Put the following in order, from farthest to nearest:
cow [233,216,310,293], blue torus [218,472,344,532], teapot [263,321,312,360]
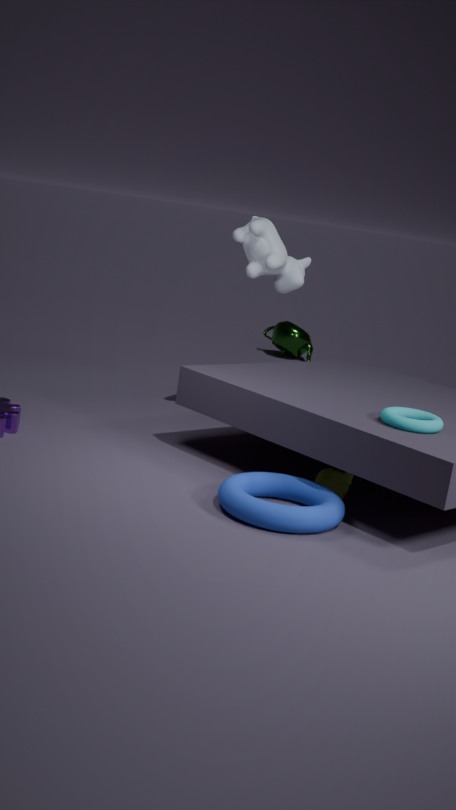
1. teapot [263,321,312,360]
2. cow [233,216,310,293]
3. blue torus [218,472,344,532]
